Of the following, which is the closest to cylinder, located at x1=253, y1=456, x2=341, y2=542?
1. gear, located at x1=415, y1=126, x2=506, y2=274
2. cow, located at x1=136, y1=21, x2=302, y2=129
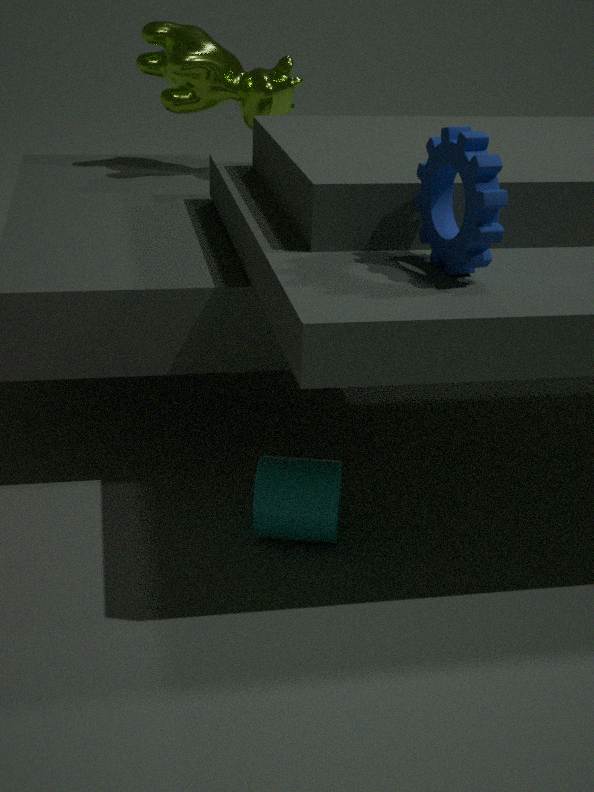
gear, located at x1=415, y1=126, x2=506, y2=274
